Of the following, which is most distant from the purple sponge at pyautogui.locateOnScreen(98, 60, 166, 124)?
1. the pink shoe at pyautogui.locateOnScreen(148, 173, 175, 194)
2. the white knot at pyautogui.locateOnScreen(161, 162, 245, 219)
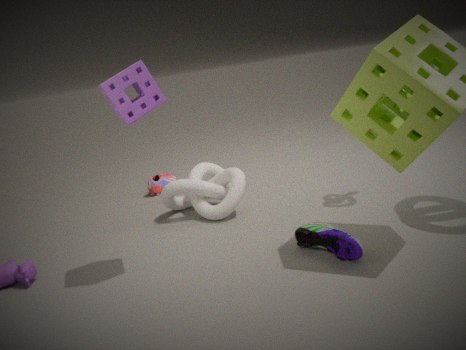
the pink shoe at pyautogui.locateOnScreen(148, 173, 175, 194)
